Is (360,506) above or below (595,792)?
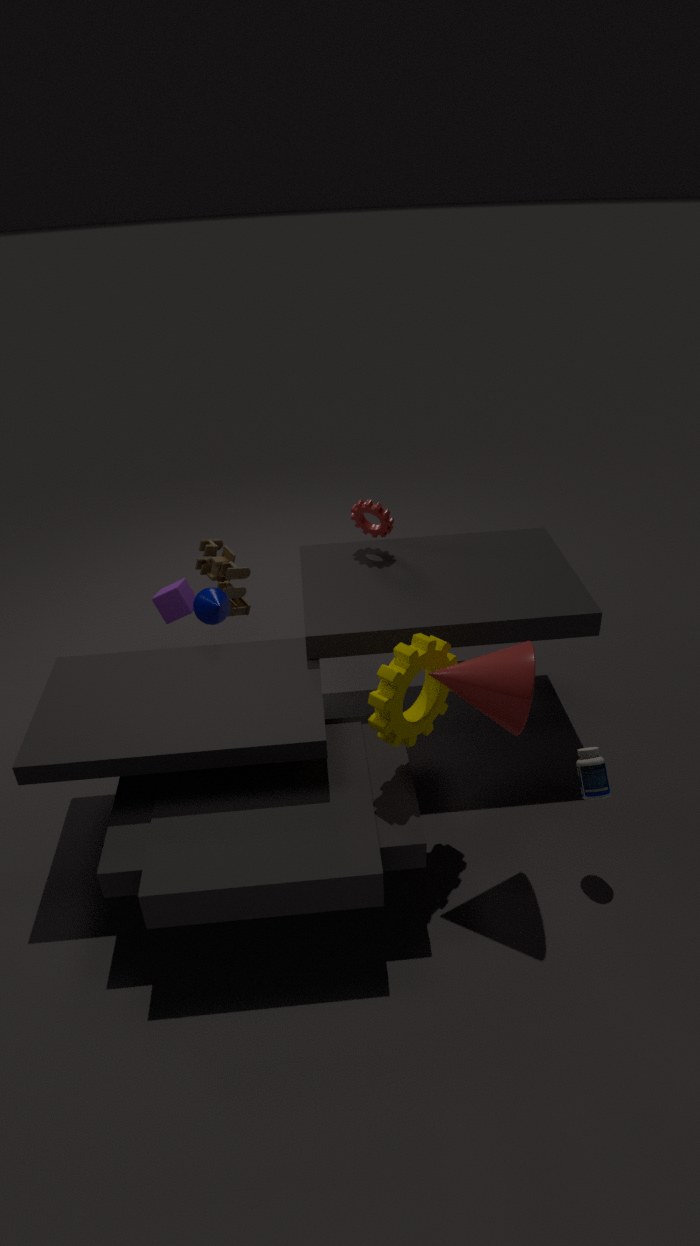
above
